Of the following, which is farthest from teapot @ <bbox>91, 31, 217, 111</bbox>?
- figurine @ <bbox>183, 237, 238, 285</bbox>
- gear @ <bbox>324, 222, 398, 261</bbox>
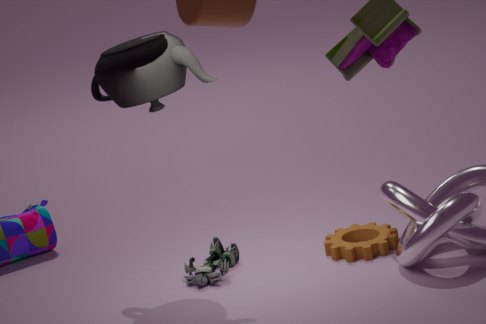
gear @ <bbox>324, 222, 398, 261</bbox>
